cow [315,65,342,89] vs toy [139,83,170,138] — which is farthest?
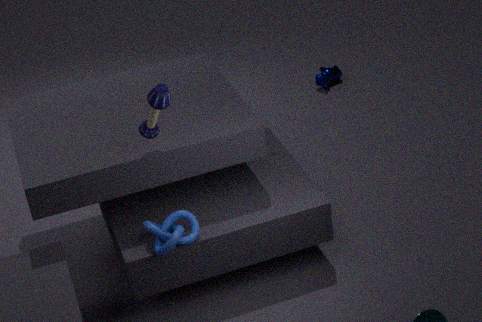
cow [315,65,342,89]
